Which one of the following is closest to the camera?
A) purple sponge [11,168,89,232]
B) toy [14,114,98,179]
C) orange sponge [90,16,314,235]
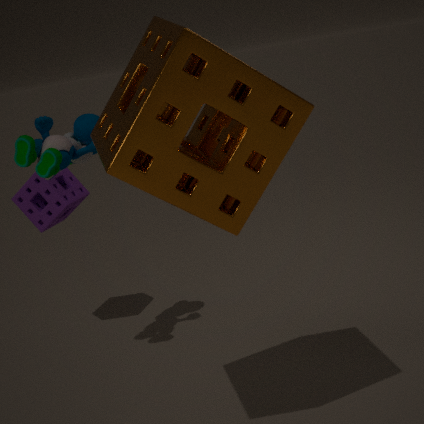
orange sponge [90,16,314,235]
